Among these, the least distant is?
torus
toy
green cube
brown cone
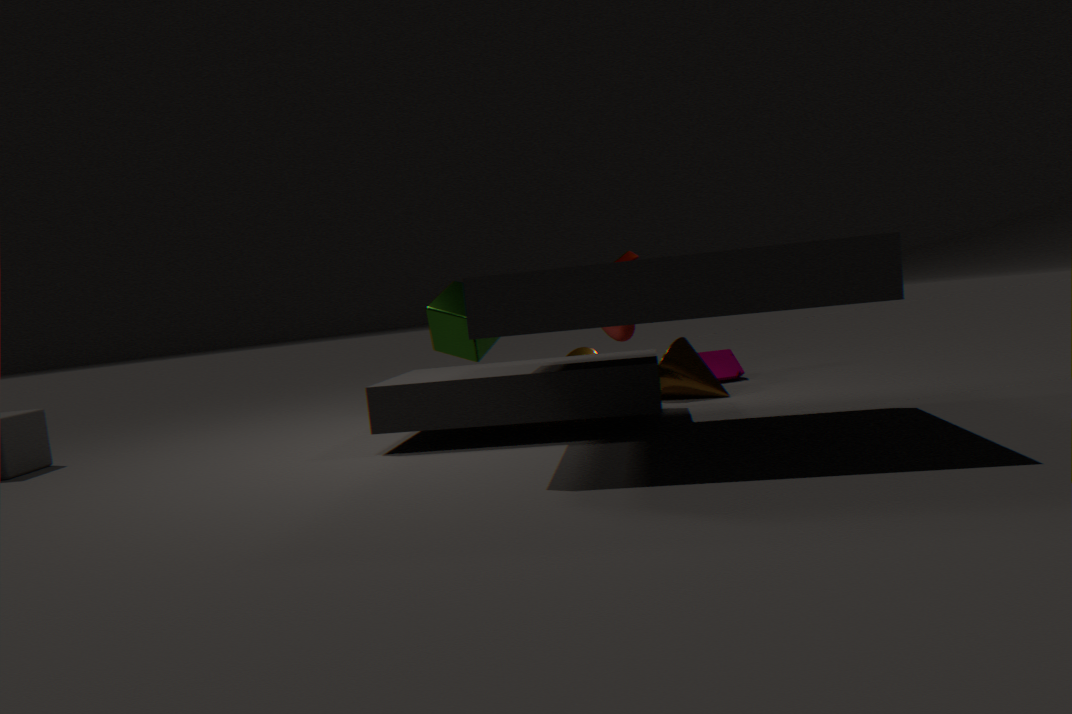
brown cone
